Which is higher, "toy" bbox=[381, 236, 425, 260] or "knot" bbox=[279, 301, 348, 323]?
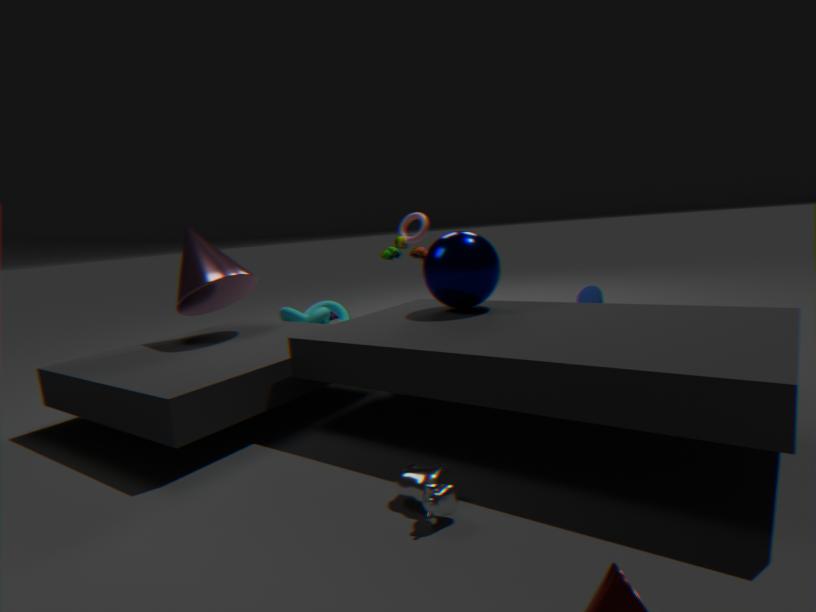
"toy" bbox=[381, 236, 425, 260]
